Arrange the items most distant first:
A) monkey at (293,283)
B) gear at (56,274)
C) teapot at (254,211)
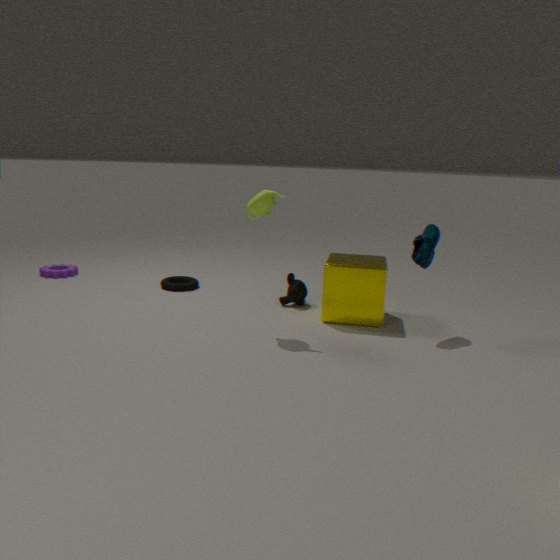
gear at (56,274) → monkey at (293,283) → teapot at (254,211)
